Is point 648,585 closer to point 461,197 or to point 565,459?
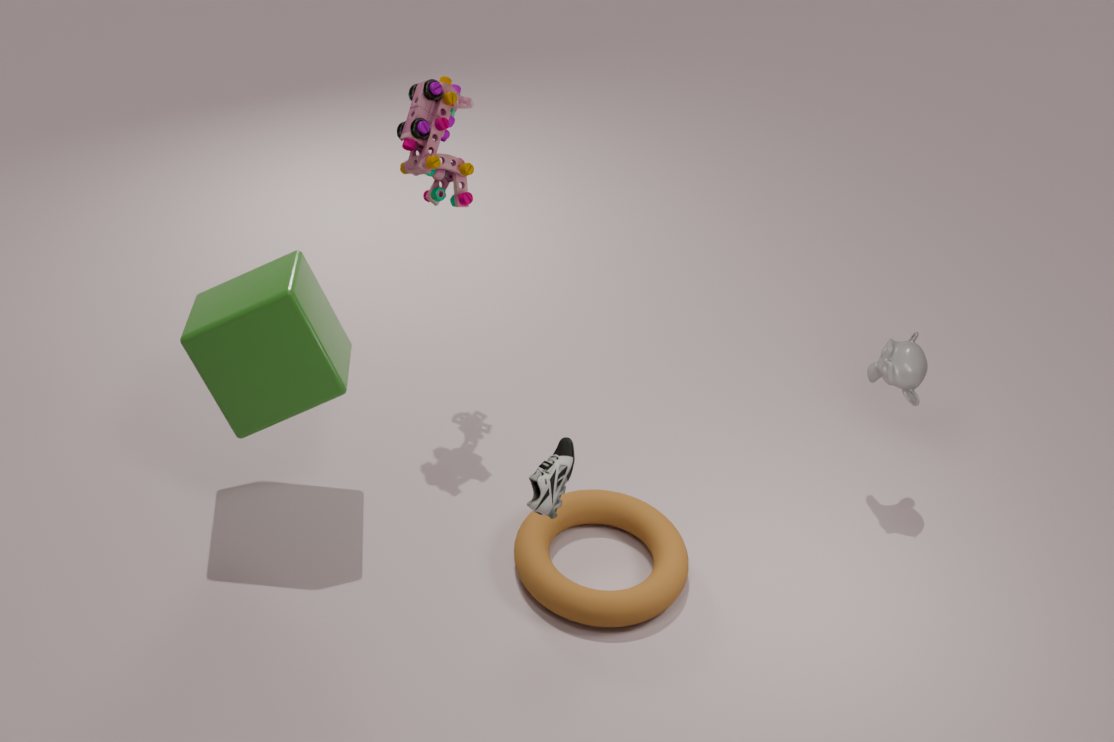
point 565,459
